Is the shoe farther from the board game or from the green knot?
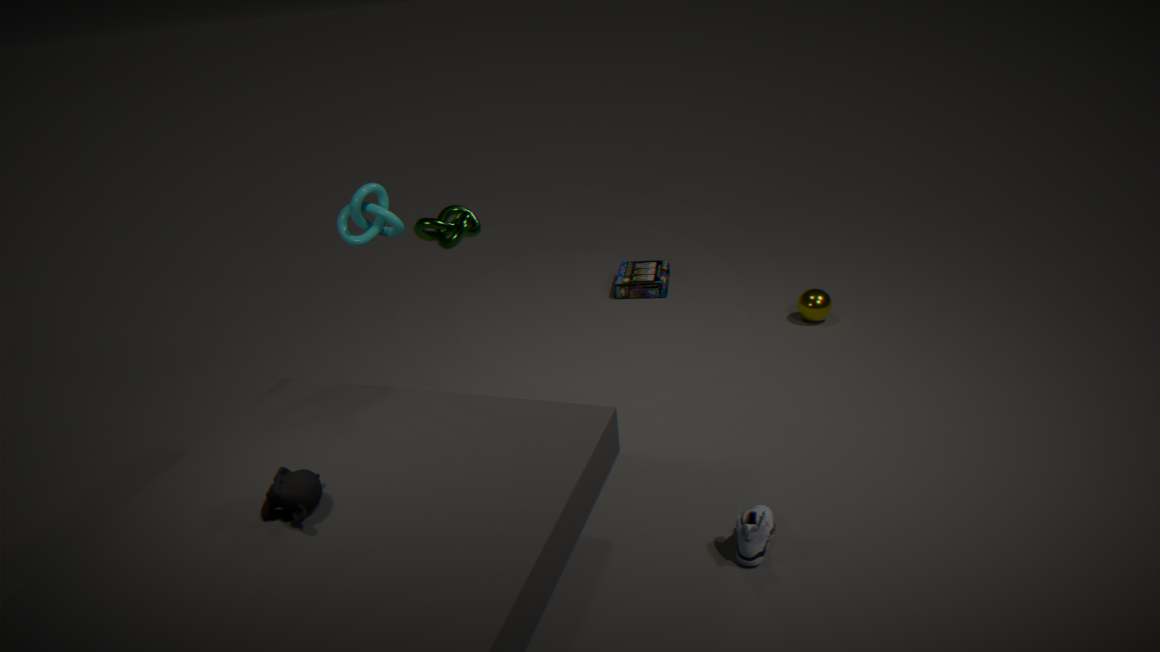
the board game
